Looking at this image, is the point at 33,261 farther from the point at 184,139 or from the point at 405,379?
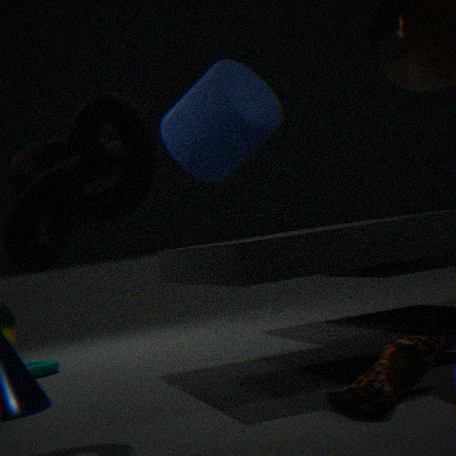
the point at 184,139
